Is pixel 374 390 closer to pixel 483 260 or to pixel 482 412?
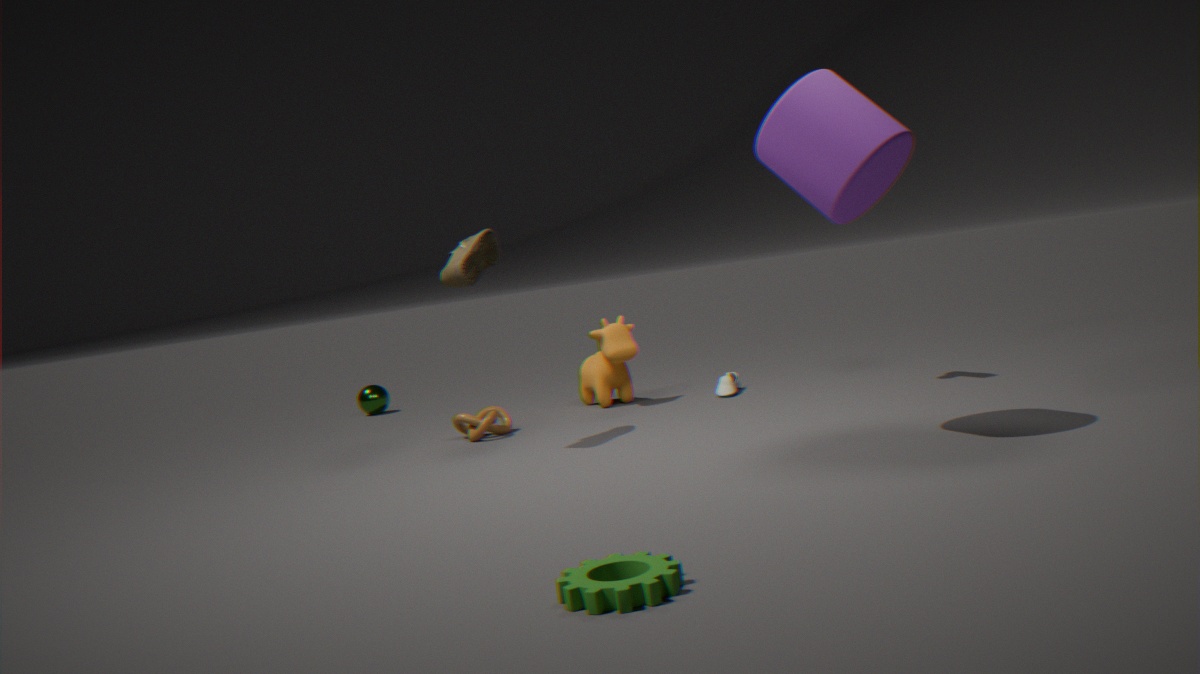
pixel 482 412
